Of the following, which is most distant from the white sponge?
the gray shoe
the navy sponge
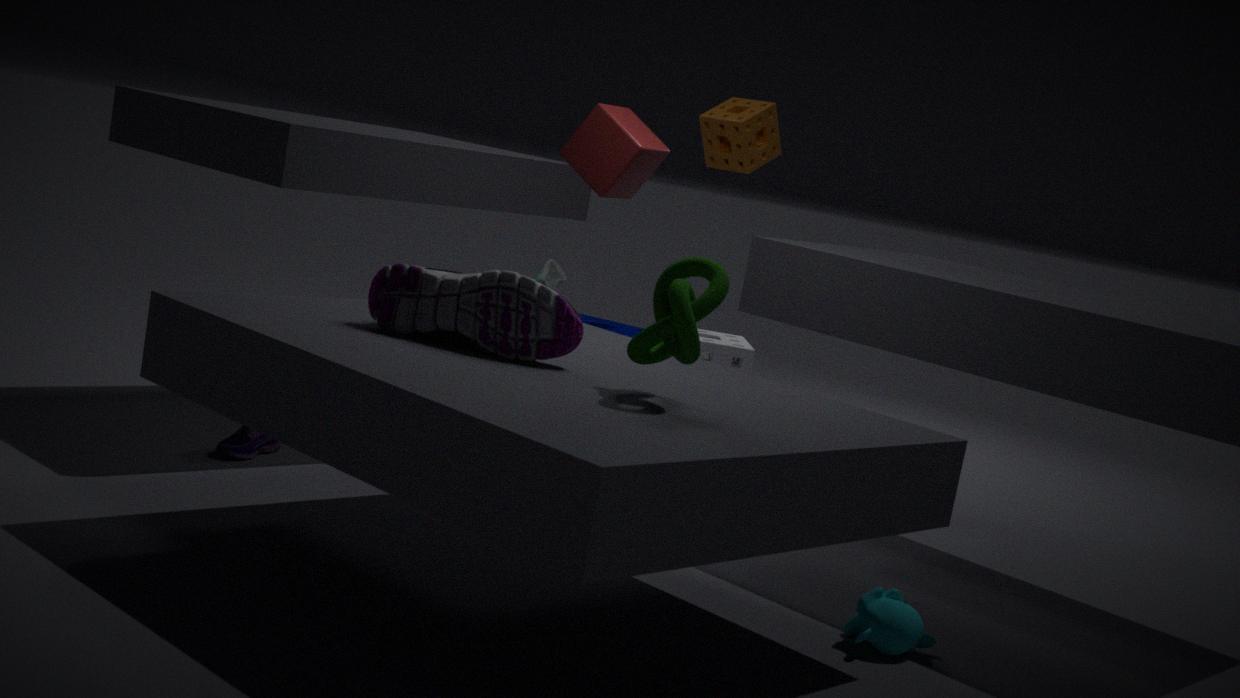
the gray shoe
